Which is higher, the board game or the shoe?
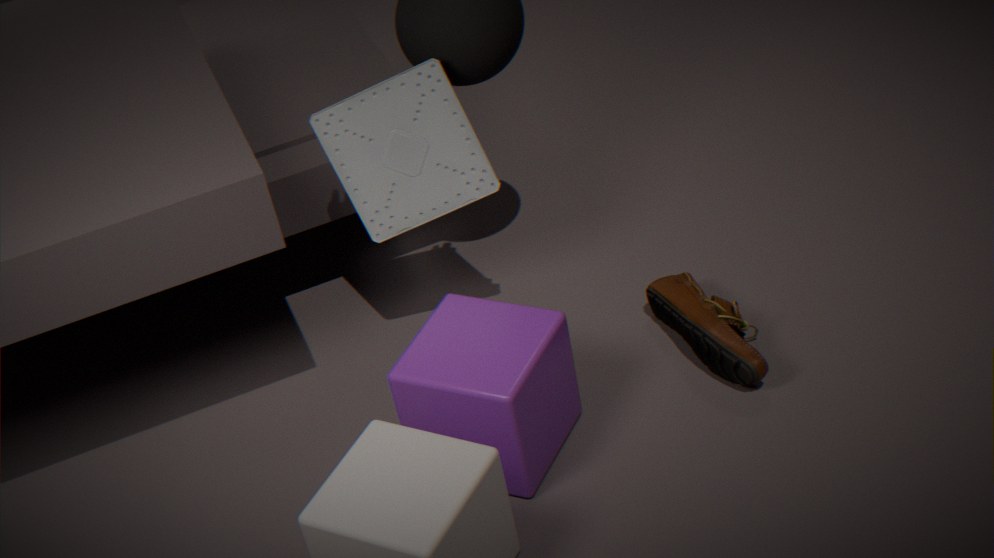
the board game
